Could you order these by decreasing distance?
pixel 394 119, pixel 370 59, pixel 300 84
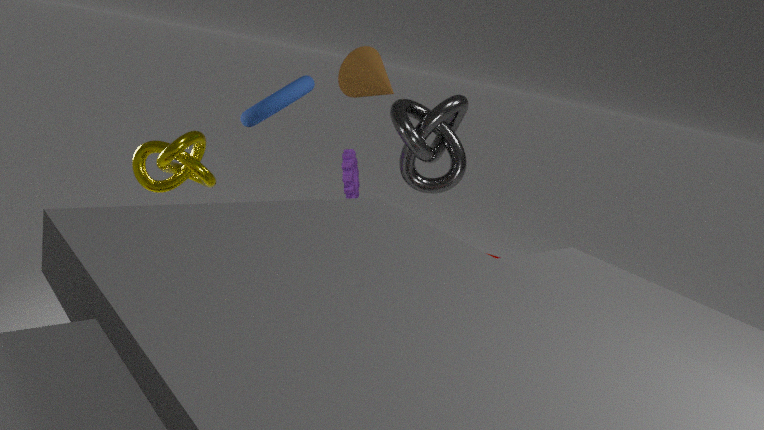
pixel 394 119 < pixel 370 59 < pixel 300 84
